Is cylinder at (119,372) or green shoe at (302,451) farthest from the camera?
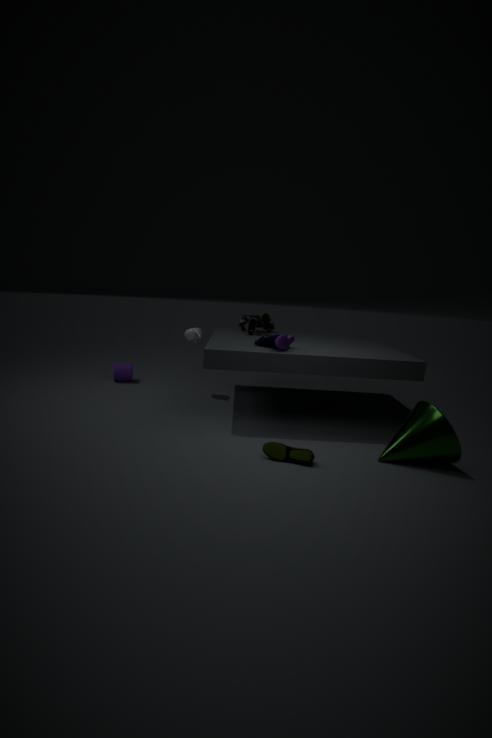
cylinder at (119,372)
